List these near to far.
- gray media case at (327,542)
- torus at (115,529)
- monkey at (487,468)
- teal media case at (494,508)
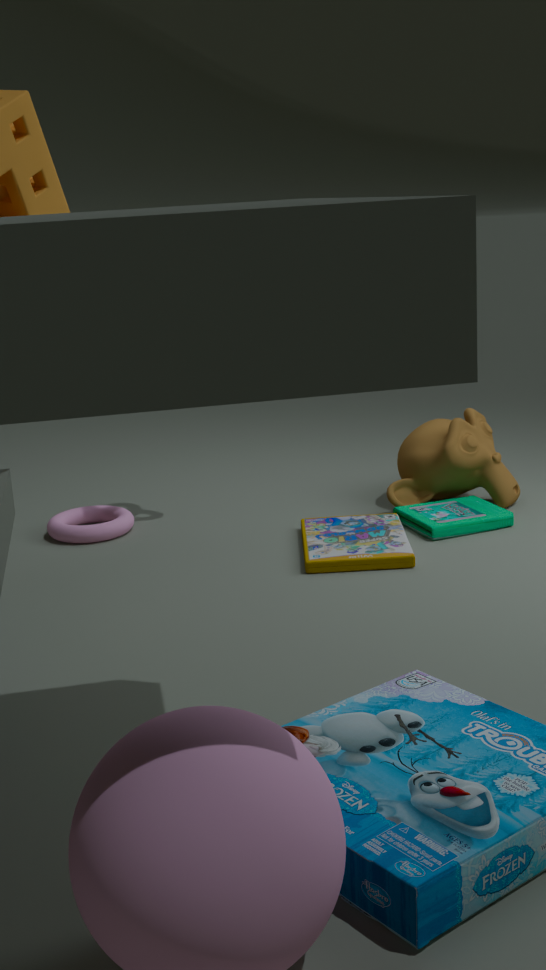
gray media case at (327,542) < teal media case at (494,508) < torus at (115,529) < monkey at (487,468)
